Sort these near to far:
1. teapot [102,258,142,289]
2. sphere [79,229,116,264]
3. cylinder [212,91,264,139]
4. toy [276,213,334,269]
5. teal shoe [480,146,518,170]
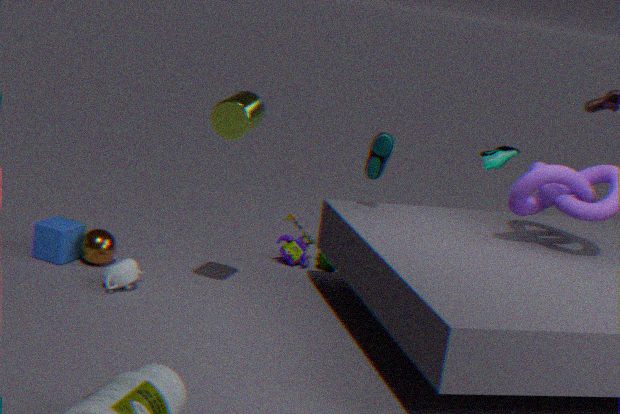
1. cylinder [212,91,264,139]
2. teapot [102,258,142,289]
3. sphere [79,229,116,264]
4. toy [276,213,334,269]
5. teal shoe [480,146,518,170]
